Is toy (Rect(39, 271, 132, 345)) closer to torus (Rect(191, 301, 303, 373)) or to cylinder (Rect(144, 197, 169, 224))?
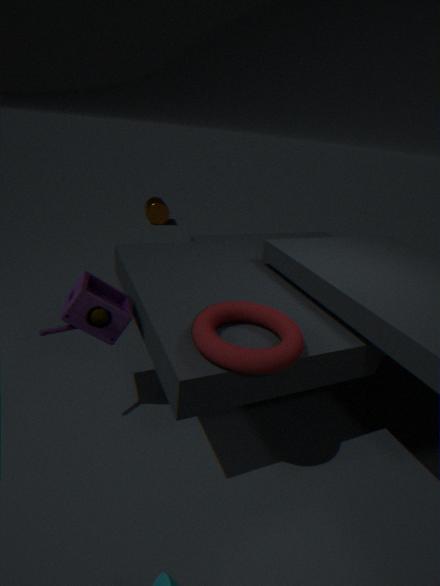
torus (Rect(191, 301, 303, 373))
